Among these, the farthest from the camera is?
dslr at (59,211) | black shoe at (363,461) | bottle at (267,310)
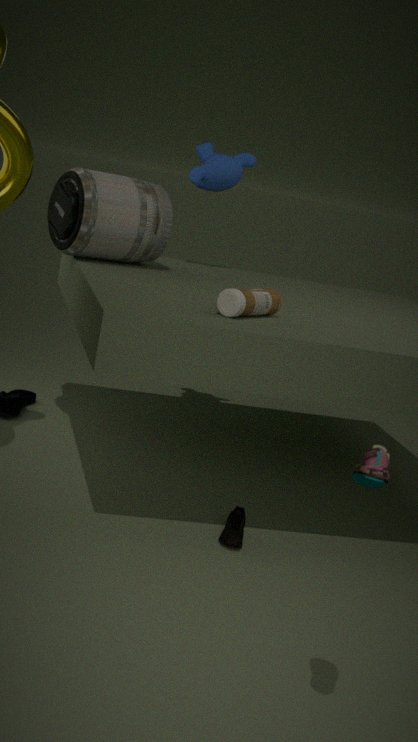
dslr at (59,211)
